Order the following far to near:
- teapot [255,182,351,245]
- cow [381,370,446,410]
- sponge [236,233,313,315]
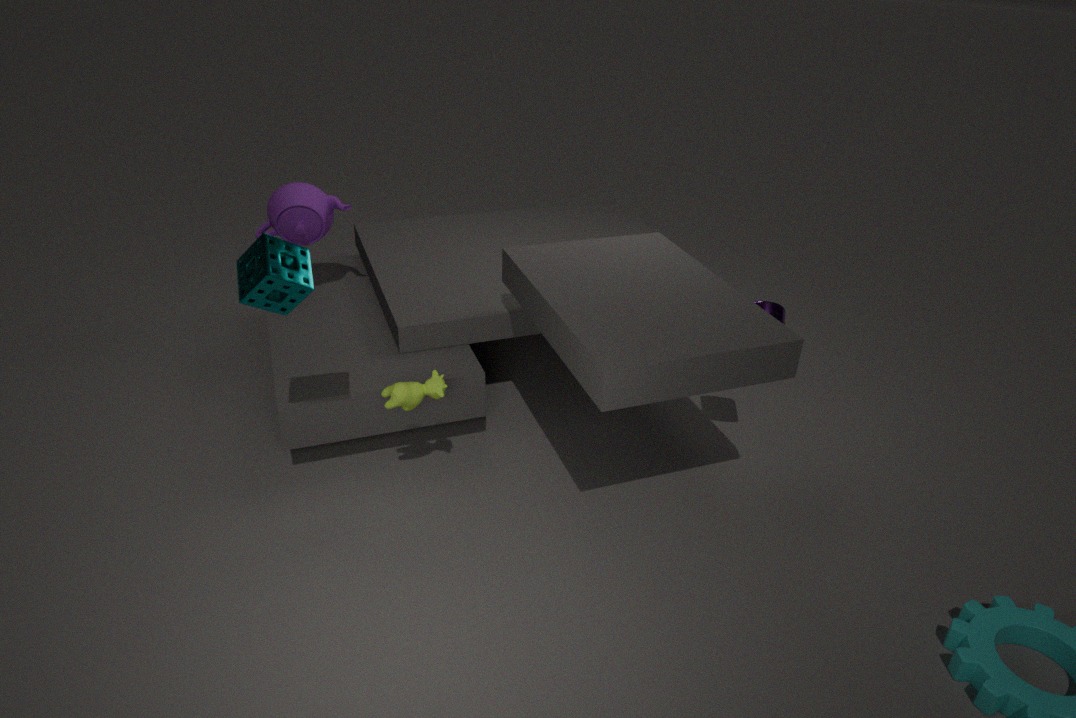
teapot [255,182,351,245] < cow [381,370,446,410] < sponge [236,233,313,315]
